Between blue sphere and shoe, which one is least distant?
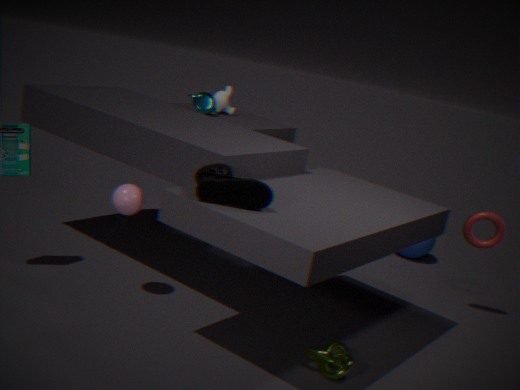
shoe
